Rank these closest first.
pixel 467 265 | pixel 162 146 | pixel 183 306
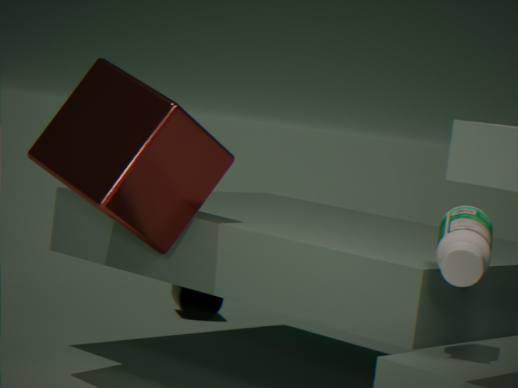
pixel 467 265 < pixel 162 146 < pixel 183 306
